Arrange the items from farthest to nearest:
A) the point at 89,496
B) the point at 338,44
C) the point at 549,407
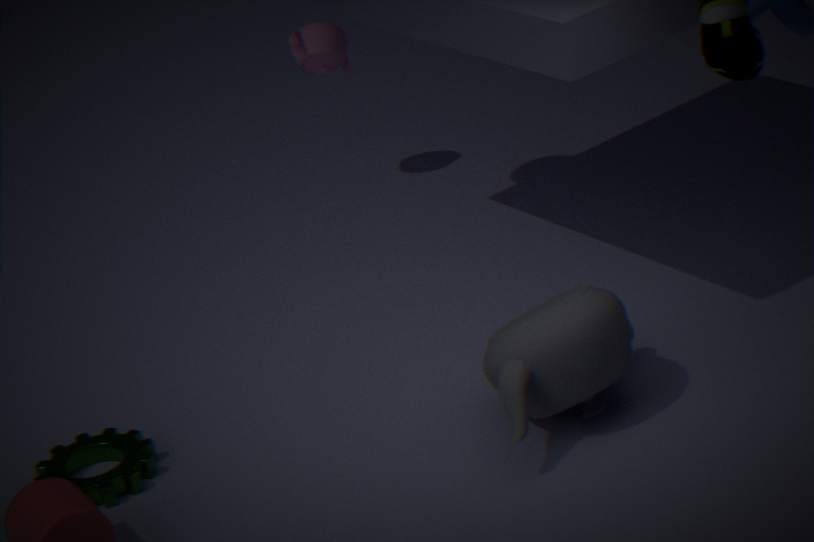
the point at 338,44, the point at 89,496, the point at 549,407
